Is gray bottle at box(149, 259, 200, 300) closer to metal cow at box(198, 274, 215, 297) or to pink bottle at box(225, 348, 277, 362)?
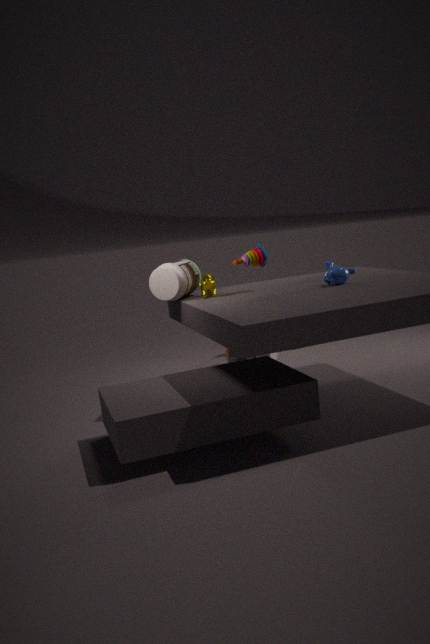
metal cow at box(198, 274, 215, 297)
